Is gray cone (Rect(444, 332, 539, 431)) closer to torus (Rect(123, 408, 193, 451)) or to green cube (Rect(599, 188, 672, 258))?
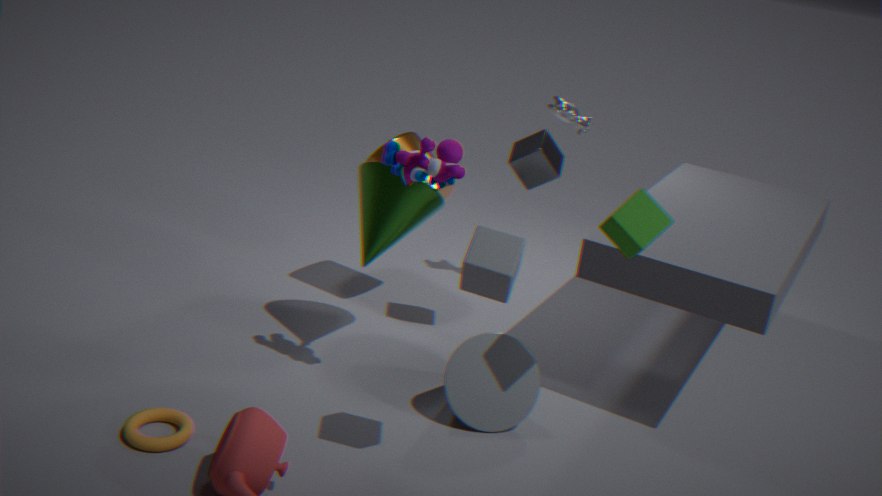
green cube (Rect(599, 188, 672, 258))
